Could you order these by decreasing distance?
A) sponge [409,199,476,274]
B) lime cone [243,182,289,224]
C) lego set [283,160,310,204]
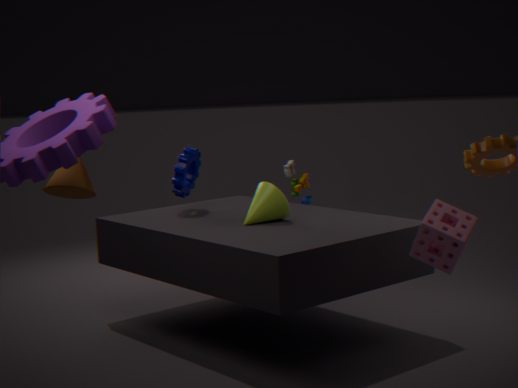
lego set [283,160,310,204]
lime cone [243,182,289,224]
sponge [409,199,476,274]
